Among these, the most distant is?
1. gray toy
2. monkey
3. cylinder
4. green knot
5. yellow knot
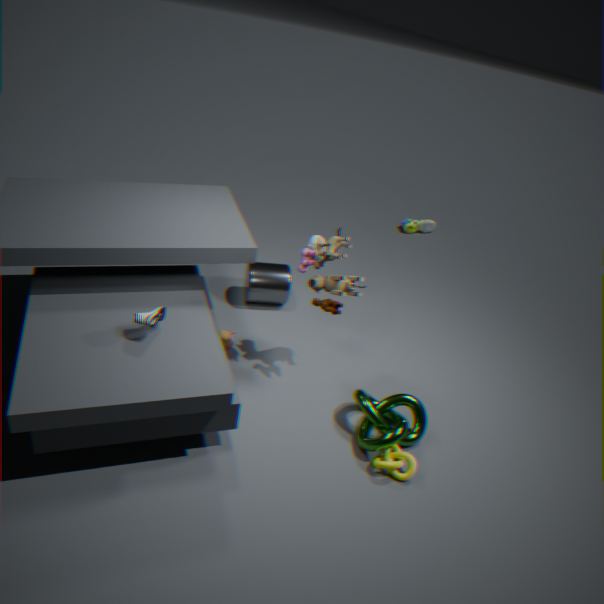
cylinder
